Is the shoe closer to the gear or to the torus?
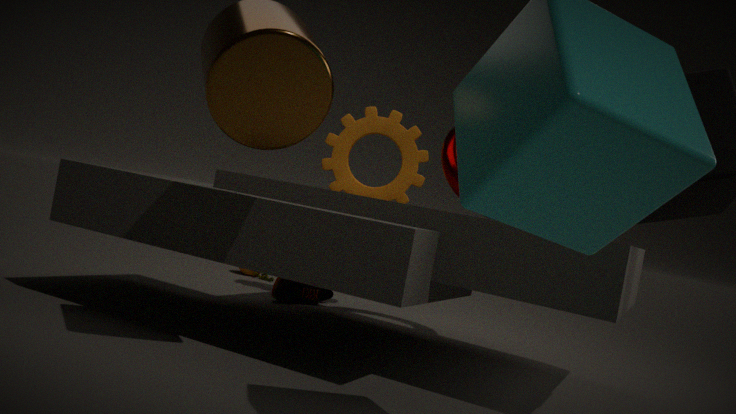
the gear
